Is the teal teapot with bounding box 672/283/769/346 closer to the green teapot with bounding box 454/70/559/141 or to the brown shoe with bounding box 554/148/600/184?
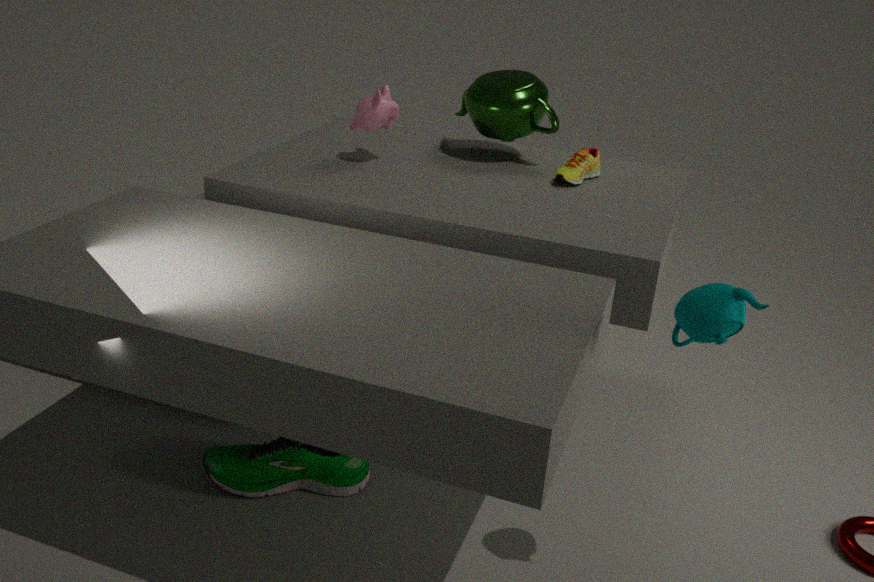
the brown shoe with bounding box 554/148/600/184
